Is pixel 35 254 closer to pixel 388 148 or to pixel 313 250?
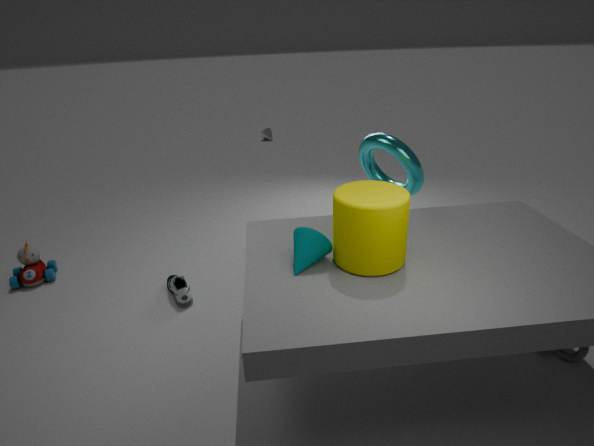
pixel 313 250
